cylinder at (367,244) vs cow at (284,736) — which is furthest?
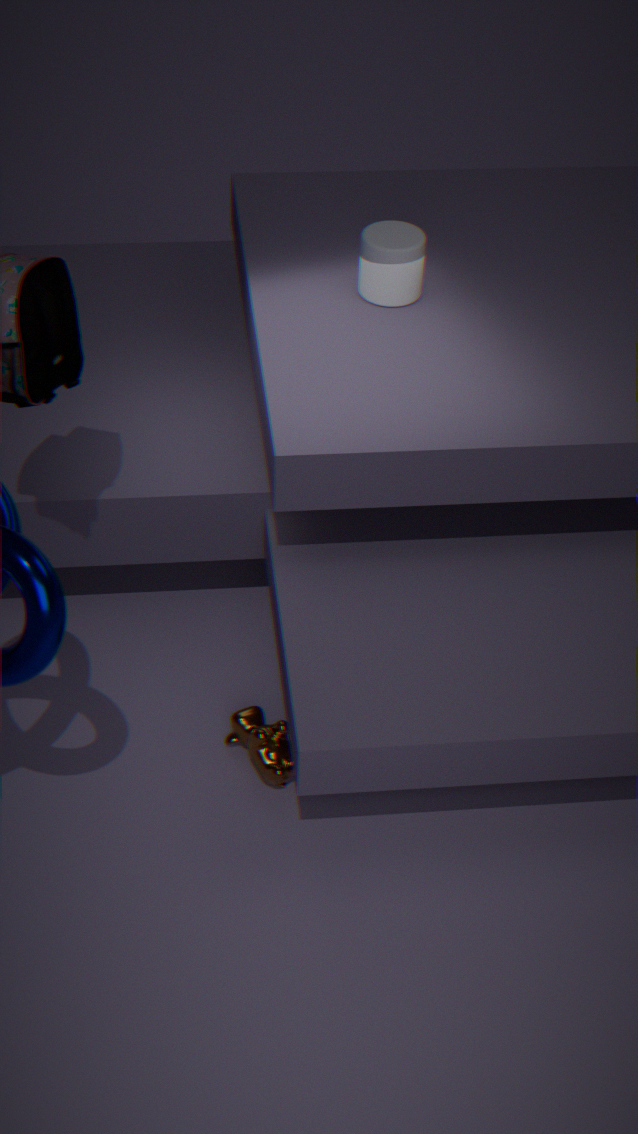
cylinder at (367,244)
